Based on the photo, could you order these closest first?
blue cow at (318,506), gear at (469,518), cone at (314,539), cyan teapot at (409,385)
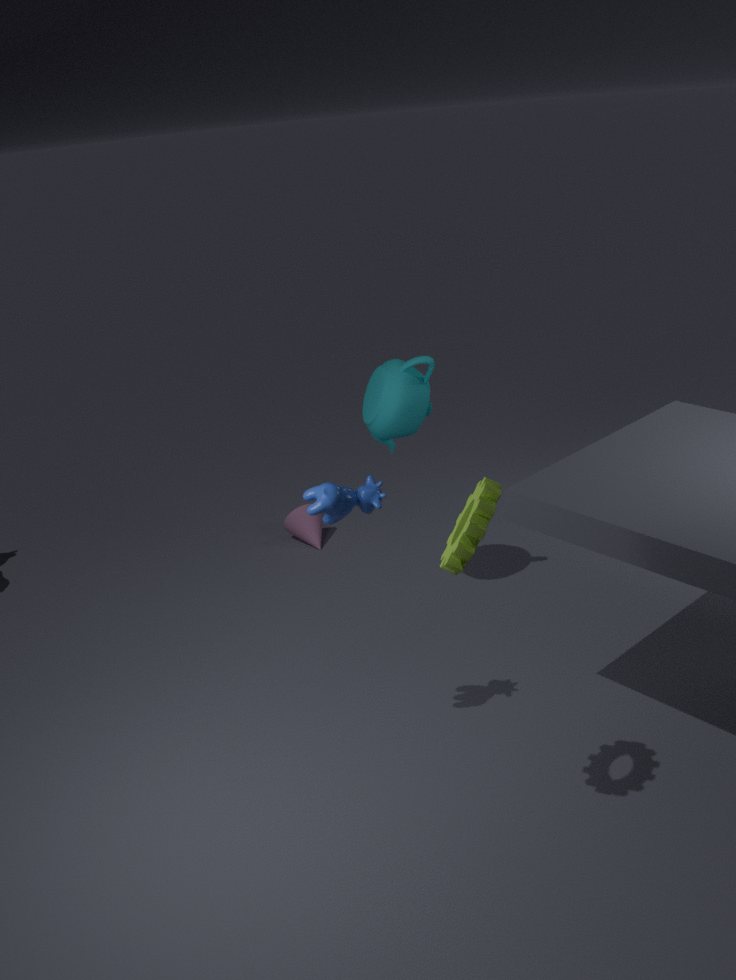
gear at (469,518), blue cow at (318,506), cyan teapot at (409,385), cone at (314,539)
